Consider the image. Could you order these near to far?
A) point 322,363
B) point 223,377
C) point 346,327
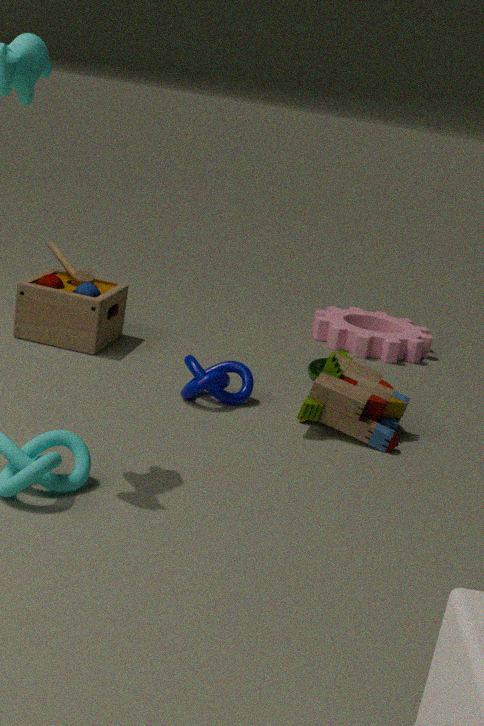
point 223,377 < point 322,363 < point 346,327
